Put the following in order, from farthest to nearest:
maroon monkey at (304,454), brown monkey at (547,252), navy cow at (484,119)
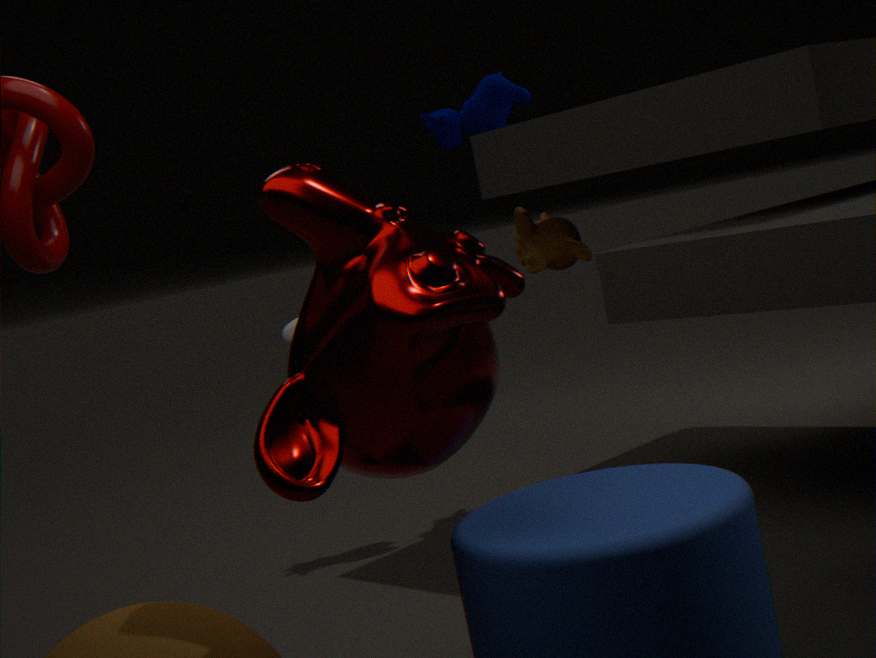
brown monkey at (547,252) → navy cow at (484,119) → maroon monkey at (304,454)
